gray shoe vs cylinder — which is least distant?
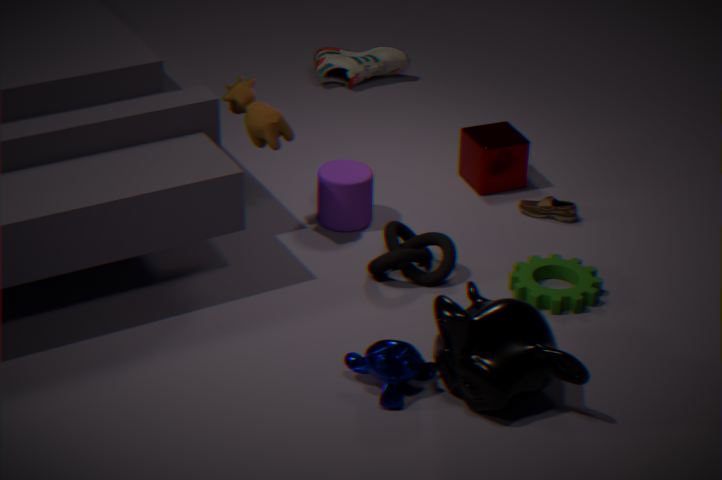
cylinder
